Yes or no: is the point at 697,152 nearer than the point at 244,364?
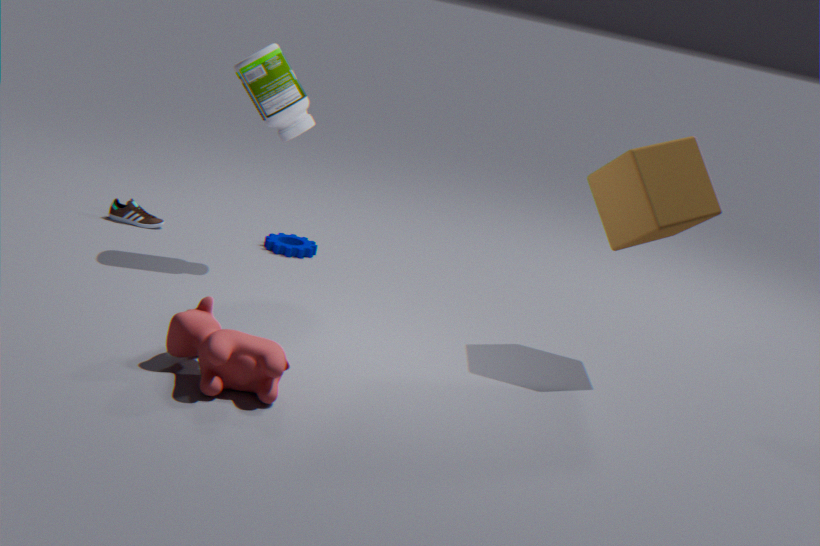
No
